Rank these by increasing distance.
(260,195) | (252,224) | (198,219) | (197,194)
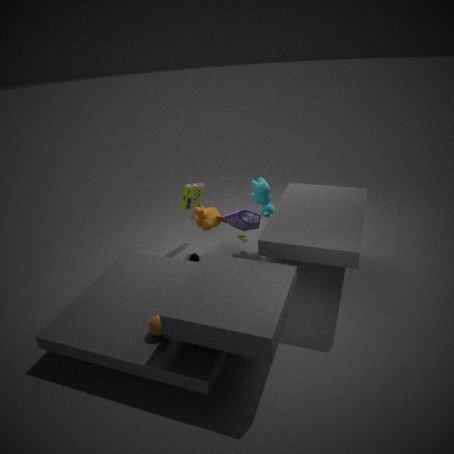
1. (252,224)
2. (198,219)
3. (260,195)
4. (197,194)
